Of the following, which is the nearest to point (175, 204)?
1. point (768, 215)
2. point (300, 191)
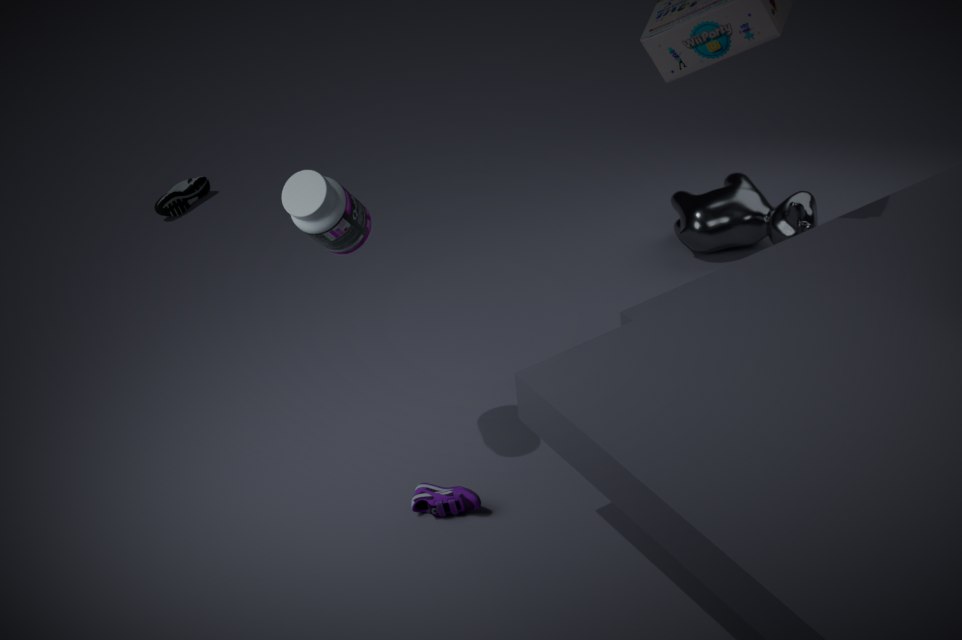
point (300, 191)
